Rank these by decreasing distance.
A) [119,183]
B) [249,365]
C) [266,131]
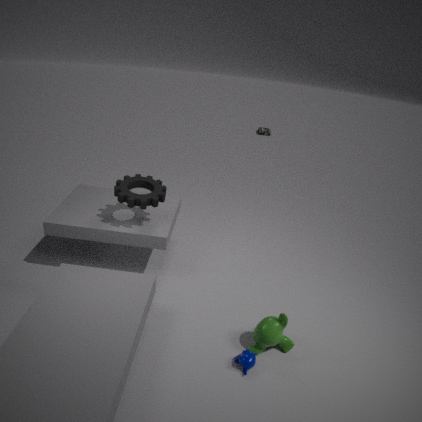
1. [266,131]
2. [119,183]
3. [249,365]
